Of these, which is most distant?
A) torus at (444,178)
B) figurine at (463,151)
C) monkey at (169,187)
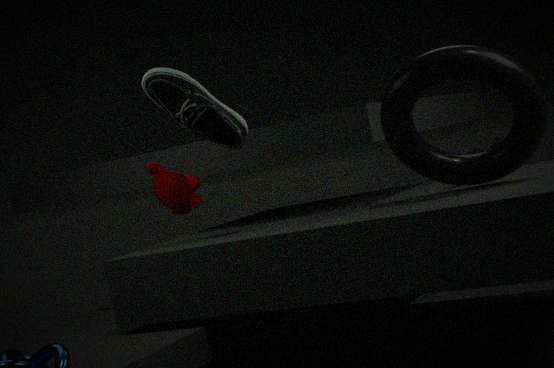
figurine at (463,151)
